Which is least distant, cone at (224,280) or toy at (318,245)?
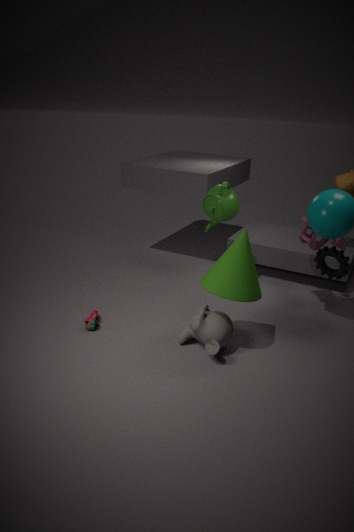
cone at (224,280)
